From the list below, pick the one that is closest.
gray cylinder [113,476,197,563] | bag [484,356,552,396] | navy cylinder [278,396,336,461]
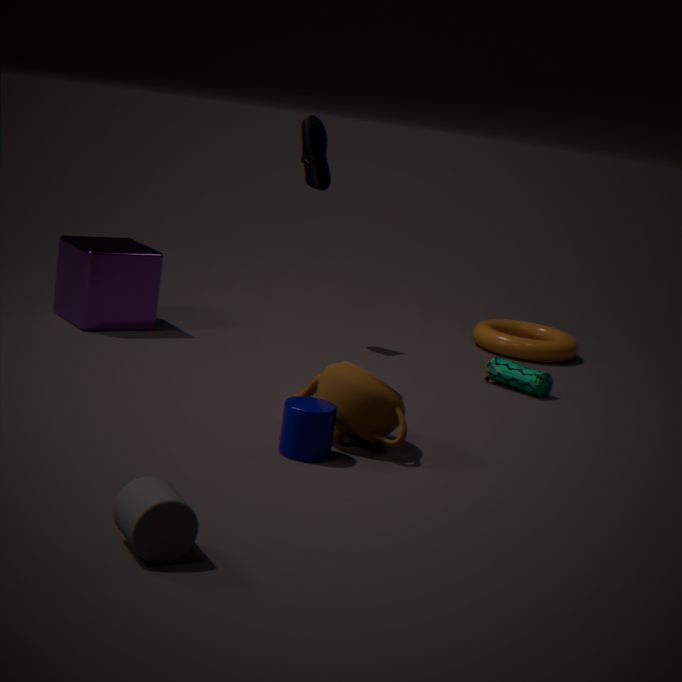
gray cylinder [113,476,197,563]
